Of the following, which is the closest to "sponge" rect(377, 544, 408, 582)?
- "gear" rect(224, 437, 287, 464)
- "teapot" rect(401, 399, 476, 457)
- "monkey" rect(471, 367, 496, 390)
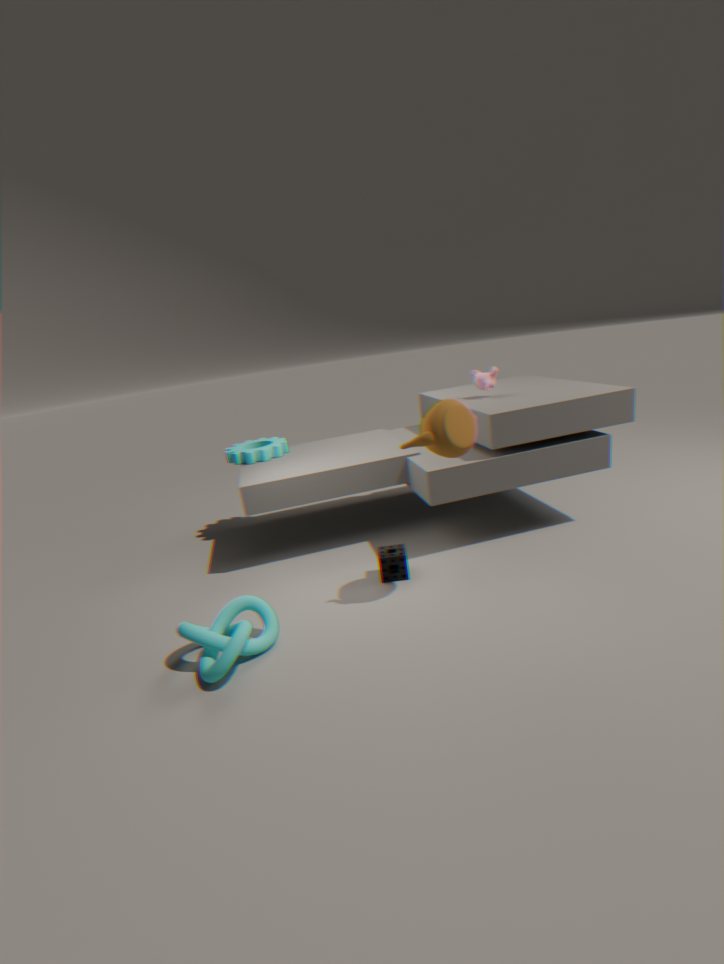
"teapot" rect(401, 399, 476, 457)
